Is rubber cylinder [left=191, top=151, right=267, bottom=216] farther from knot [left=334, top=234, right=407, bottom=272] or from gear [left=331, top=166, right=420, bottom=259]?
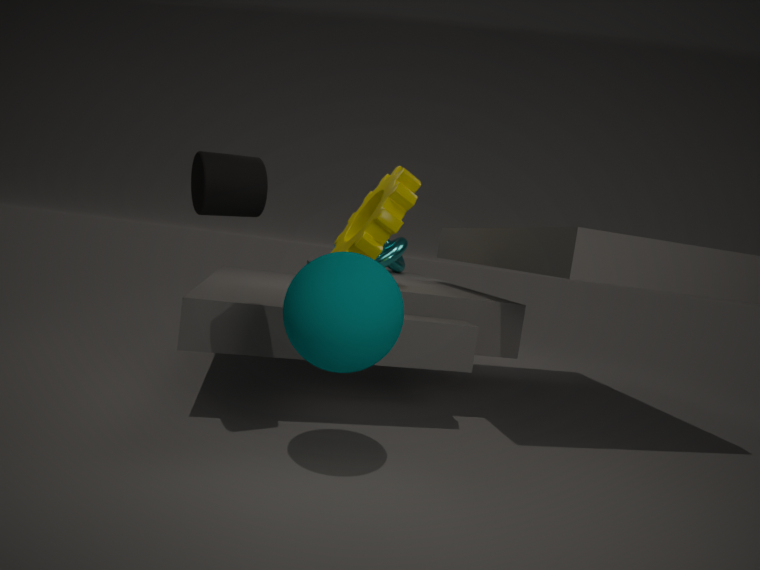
knot [left=334, top=234, right=407, bottom=272]
